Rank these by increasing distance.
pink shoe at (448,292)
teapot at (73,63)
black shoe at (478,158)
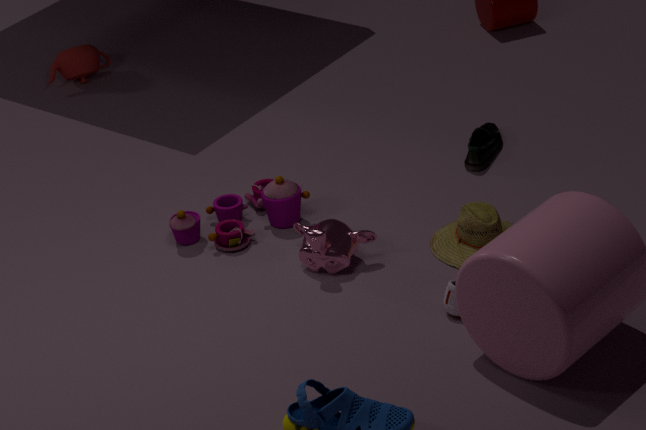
pink shoe at (448,292), black shoe at (478,158), teapot at (73,63)
